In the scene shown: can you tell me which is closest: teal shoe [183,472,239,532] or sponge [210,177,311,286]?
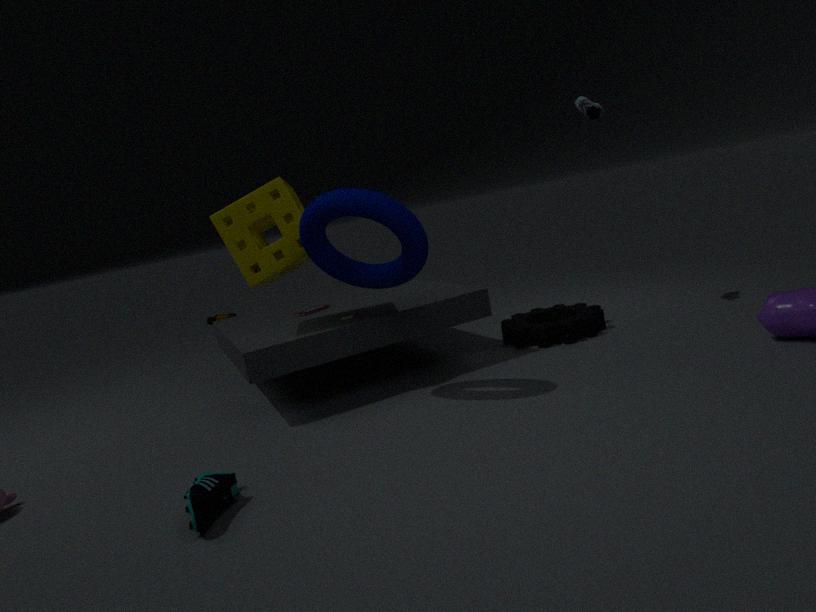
teal shoe [183,472,239,532]
